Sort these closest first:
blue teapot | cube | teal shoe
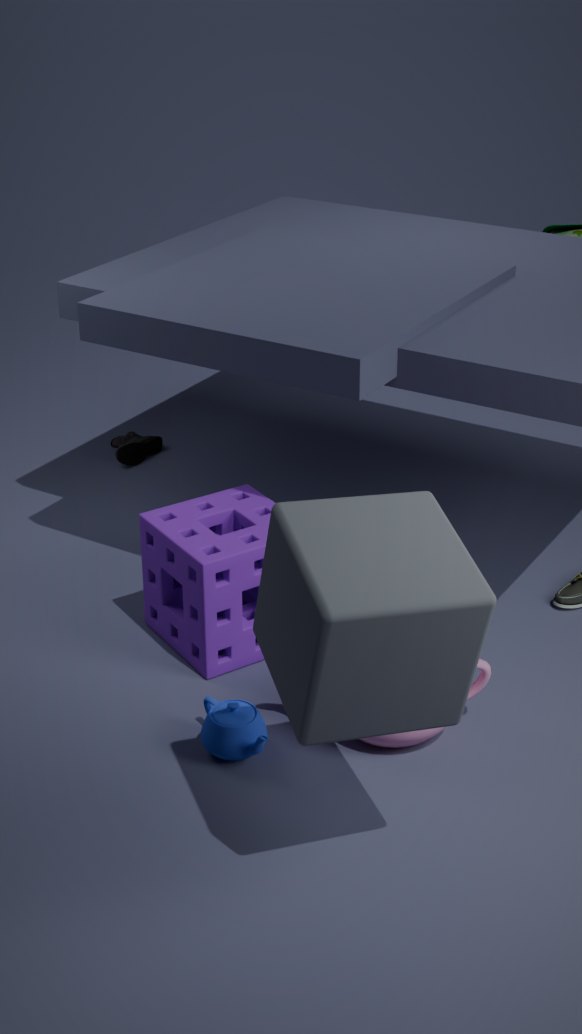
cube < blue teapot < teal shoe
